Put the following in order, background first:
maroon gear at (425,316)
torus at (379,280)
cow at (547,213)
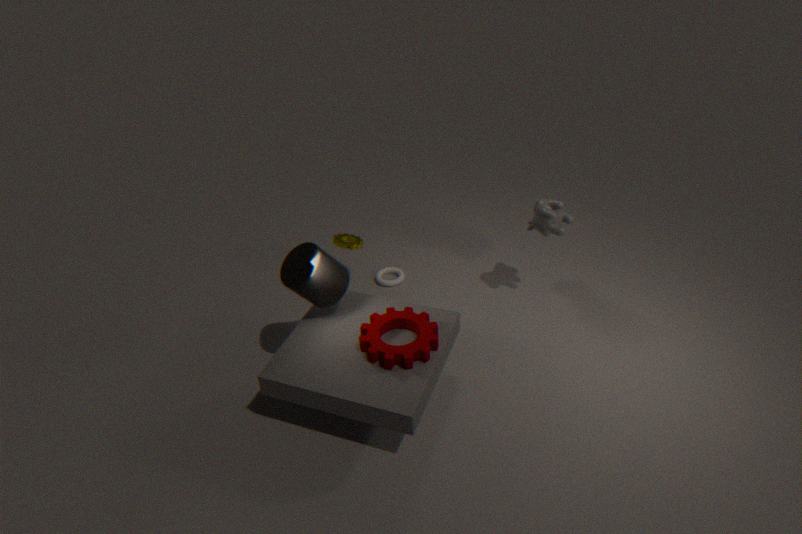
torus at (379,280), cow at (547,213), maroon gear at (425,316)
